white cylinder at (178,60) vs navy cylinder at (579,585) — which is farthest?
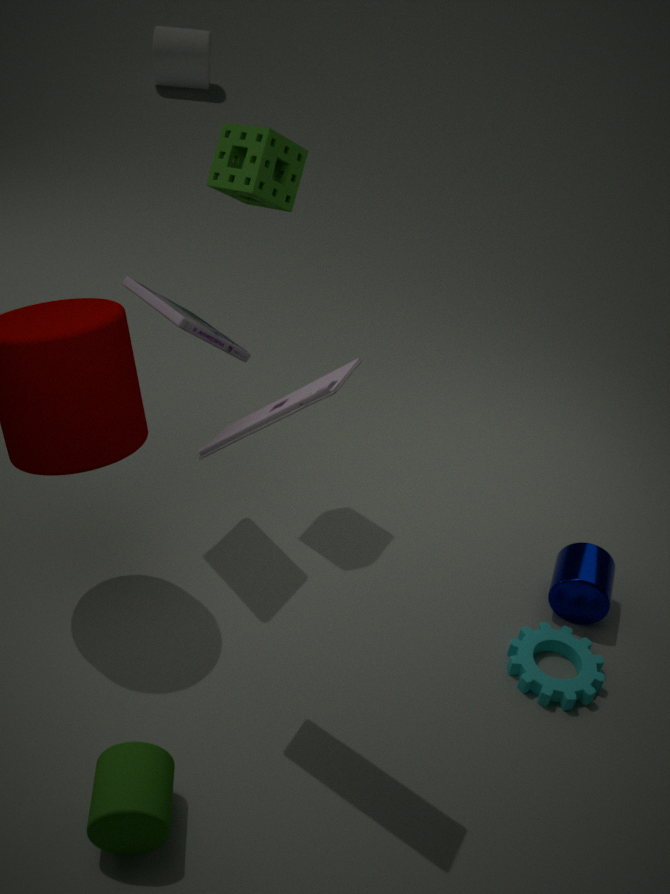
white cylinder at (178,60)
